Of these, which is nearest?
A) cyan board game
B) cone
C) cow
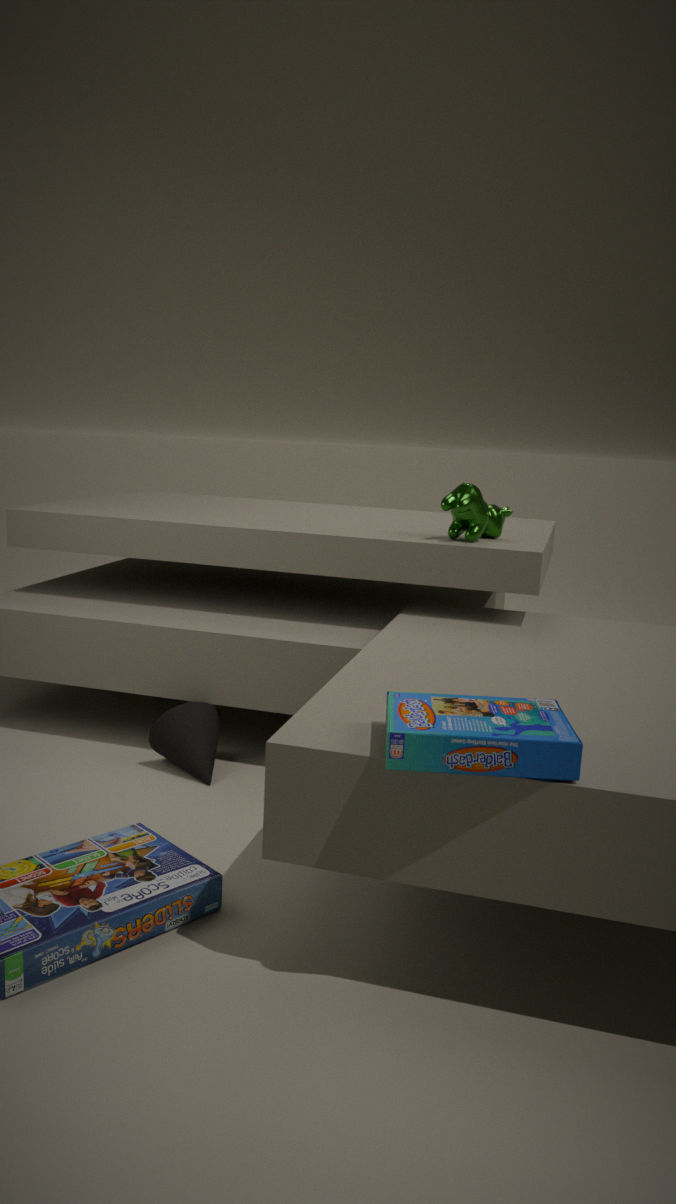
cyan board game
